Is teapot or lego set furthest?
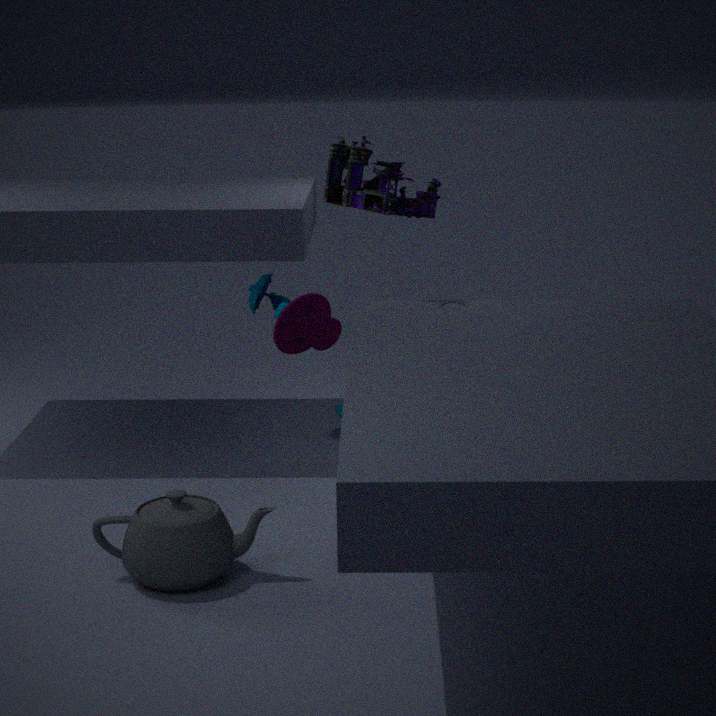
lego set
